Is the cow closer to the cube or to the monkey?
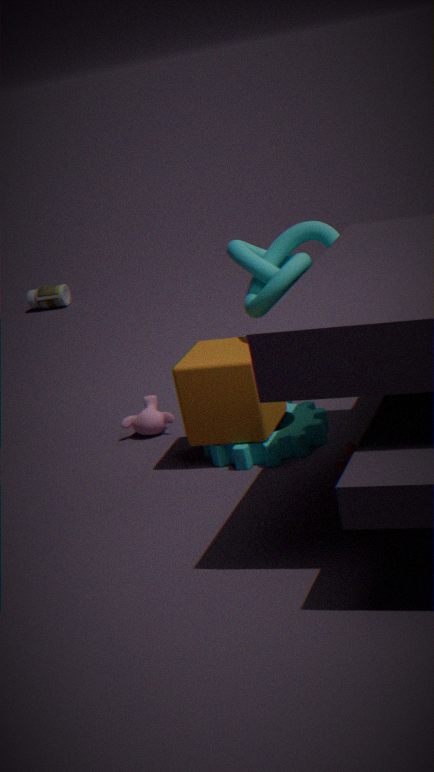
the cube
